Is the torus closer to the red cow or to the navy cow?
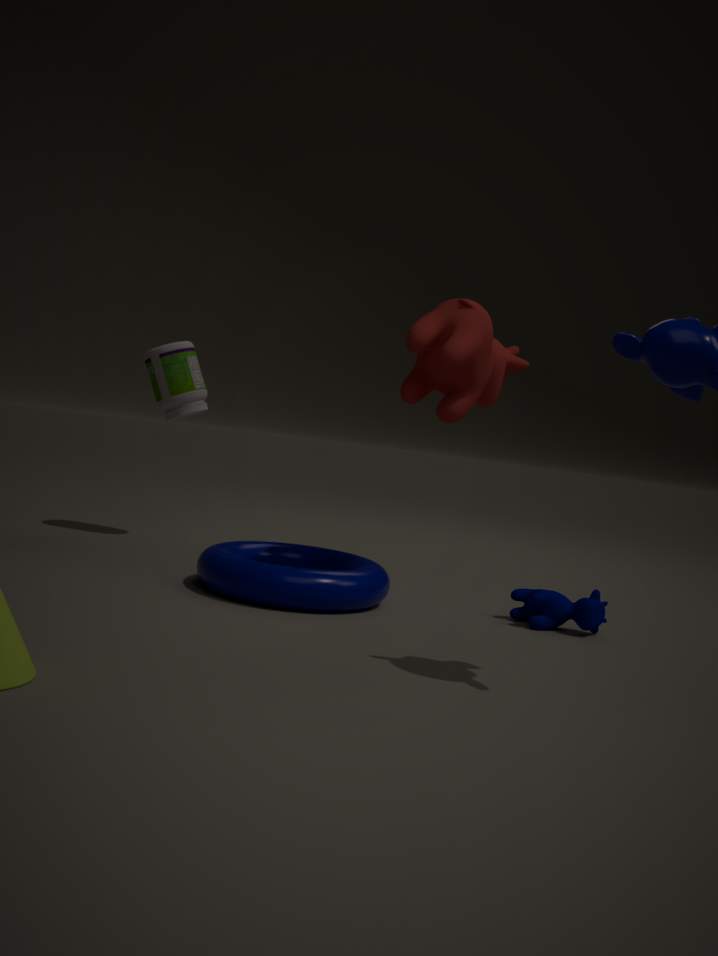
the navy cow
